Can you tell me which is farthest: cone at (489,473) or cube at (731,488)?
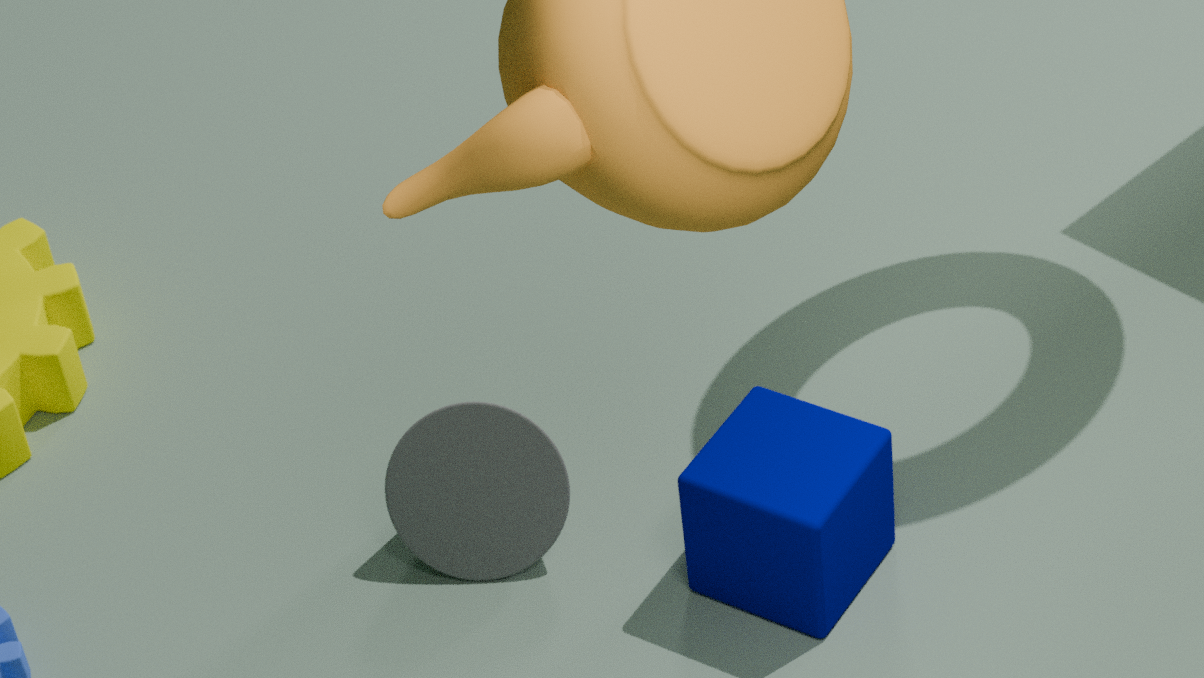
cone at (489,473)
